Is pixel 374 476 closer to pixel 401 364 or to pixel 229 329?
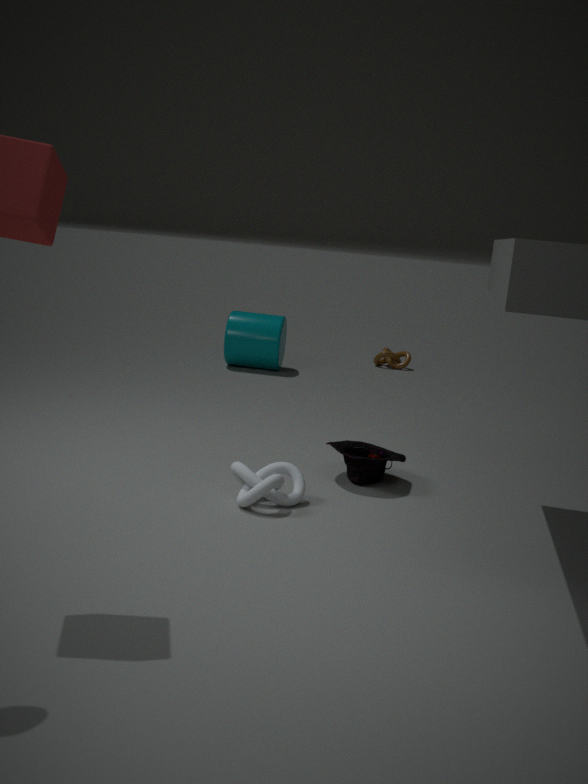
pixel 229 329
